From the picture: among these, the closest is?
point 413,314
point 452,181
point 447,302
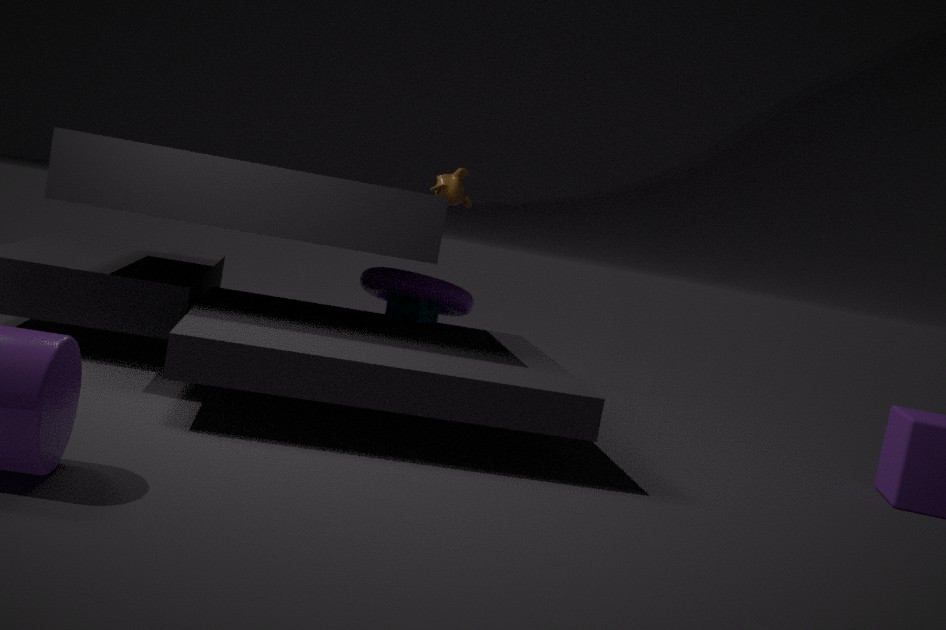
point 447,302
